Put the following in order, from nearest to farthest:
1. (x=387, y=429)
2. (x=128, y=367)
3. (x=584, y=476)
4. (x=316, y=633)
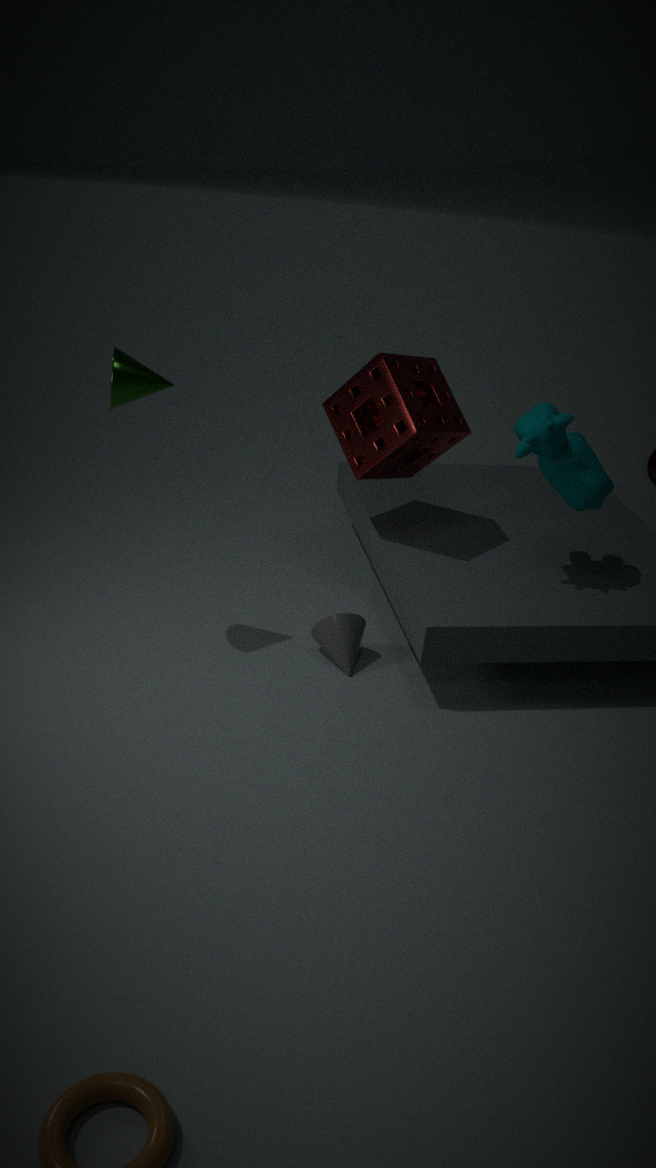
1. (x=128, y=367)
2. (x=584, y=476)
3. (x=316, y=633)
4. (x=387, y=429)
